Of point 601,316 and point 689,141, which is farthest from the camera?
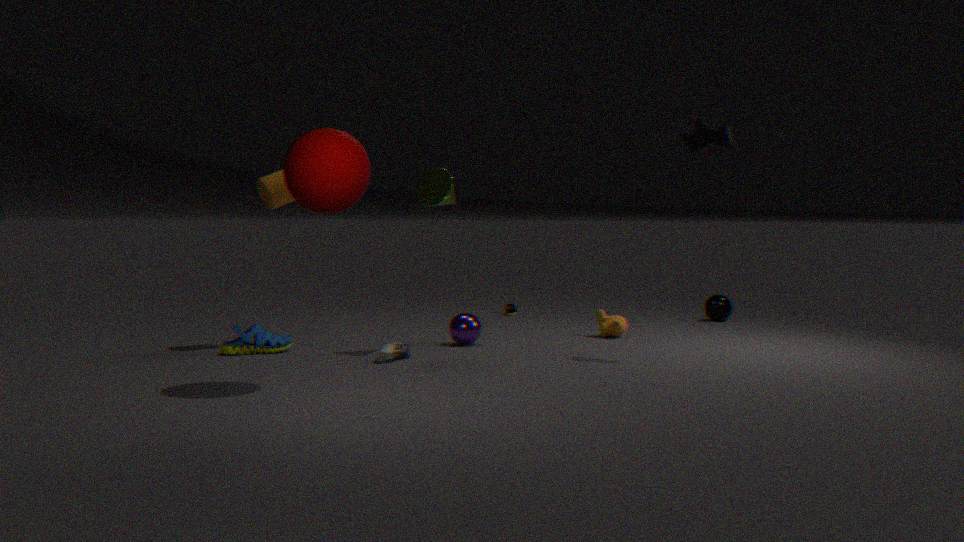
point 601,316
